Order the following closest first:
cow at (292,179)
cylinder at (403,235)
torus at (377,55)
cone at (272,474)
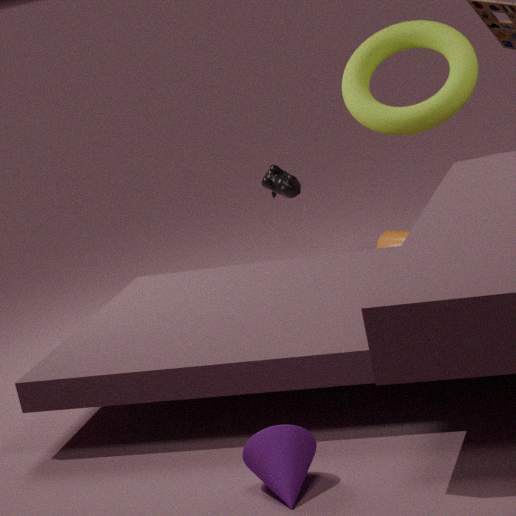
cone at (272,474) < torus at (377,55) < cylinder at (403,235) < cow at (292,179)
